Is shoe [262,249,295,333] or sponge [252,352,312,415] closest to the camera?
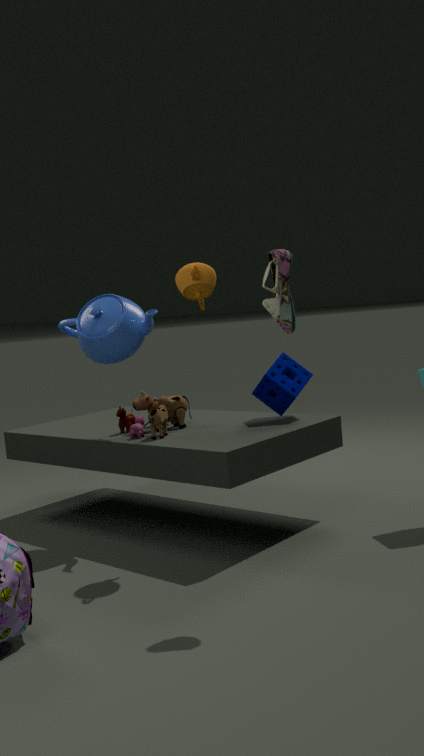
shoe [262,249,295,333]
